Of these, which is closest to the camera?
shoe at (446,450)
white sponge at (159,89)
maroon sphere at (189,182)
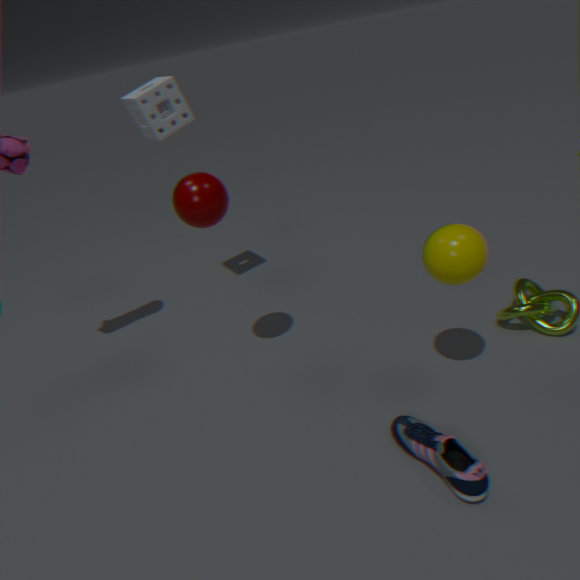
shoe at (446,450)
